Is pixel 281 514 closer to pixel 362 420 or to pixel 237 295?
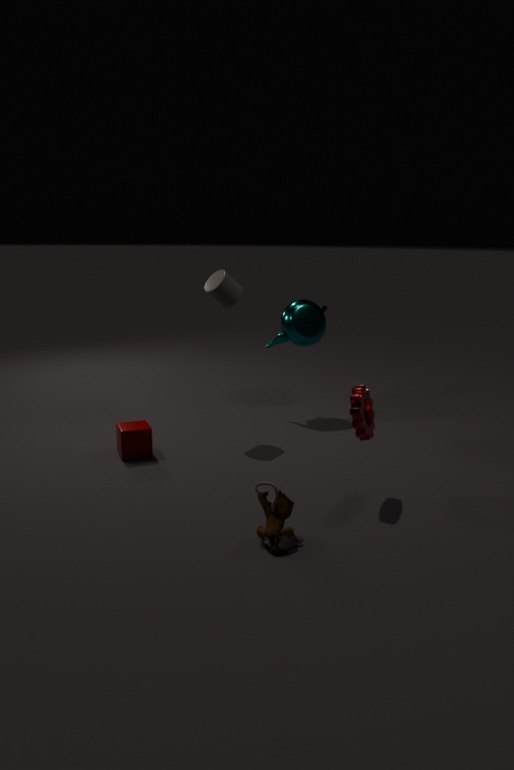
pixel 362 420
